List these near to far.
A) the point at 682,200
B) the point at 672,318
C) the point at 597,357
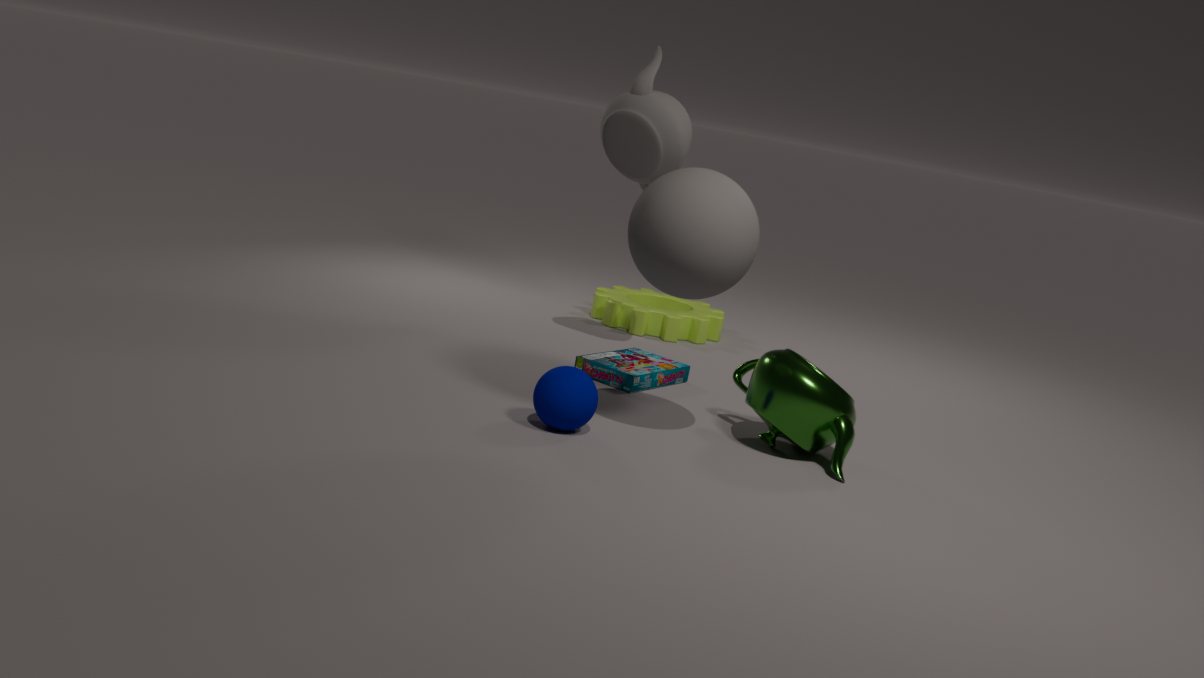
the point at 682,200 < the point at 597,357 < the point at 672,318
